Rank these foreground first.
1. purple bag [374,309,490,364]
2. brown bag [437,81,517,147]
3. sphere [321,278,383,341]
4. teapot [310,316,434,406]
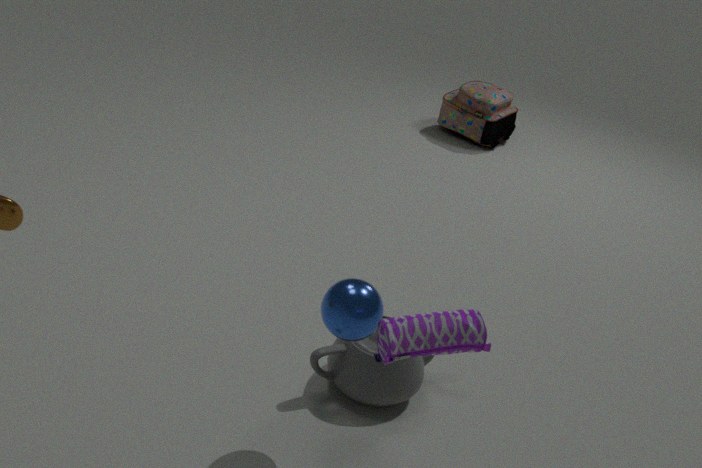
purple bag [374,309,490,364], sphere [321,278,383,341], teapot [310,316,434,406], brown bag [437,81,517,147]
